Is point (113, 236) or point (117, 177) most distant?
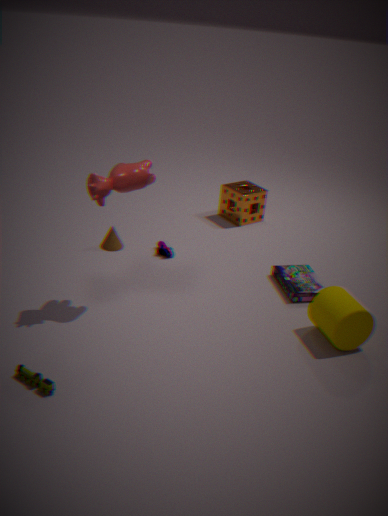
point (113, 236)
